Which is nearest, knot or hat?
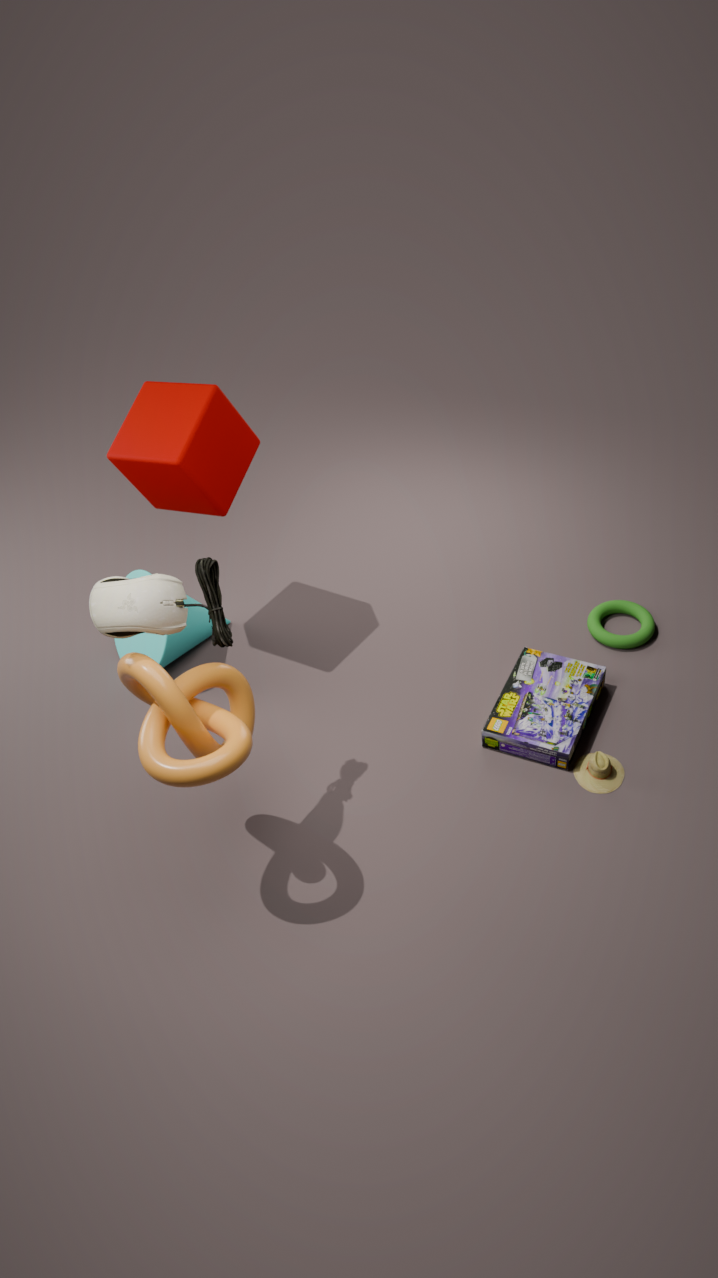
knot
